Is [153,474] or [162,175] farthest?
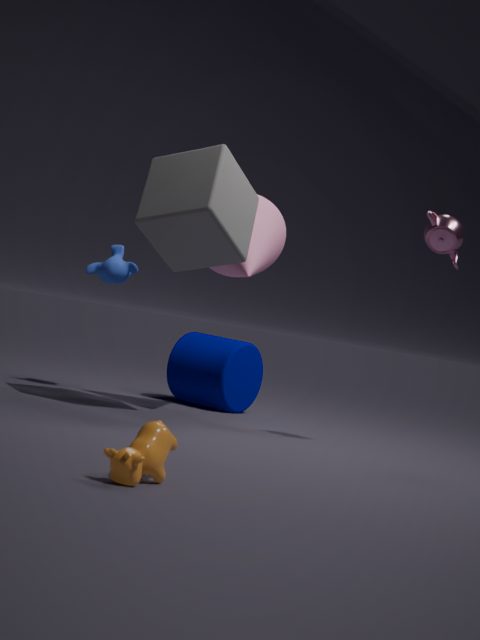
[162,175]
